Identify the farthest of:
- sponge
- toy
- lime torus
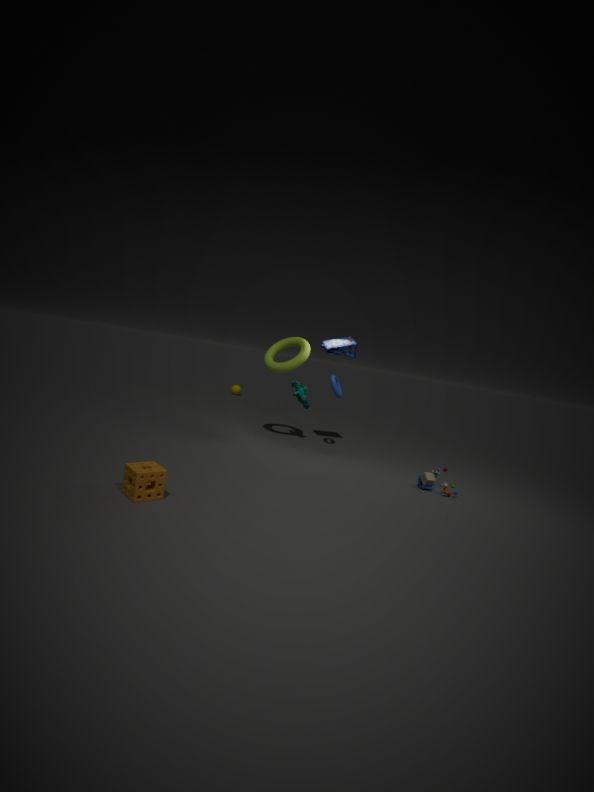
lime torus
